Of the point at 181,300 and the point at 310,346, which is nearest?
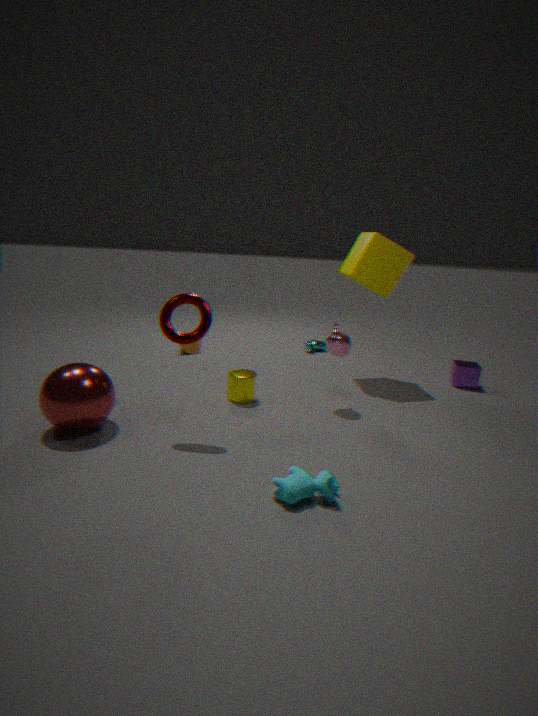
the point at 181,300
